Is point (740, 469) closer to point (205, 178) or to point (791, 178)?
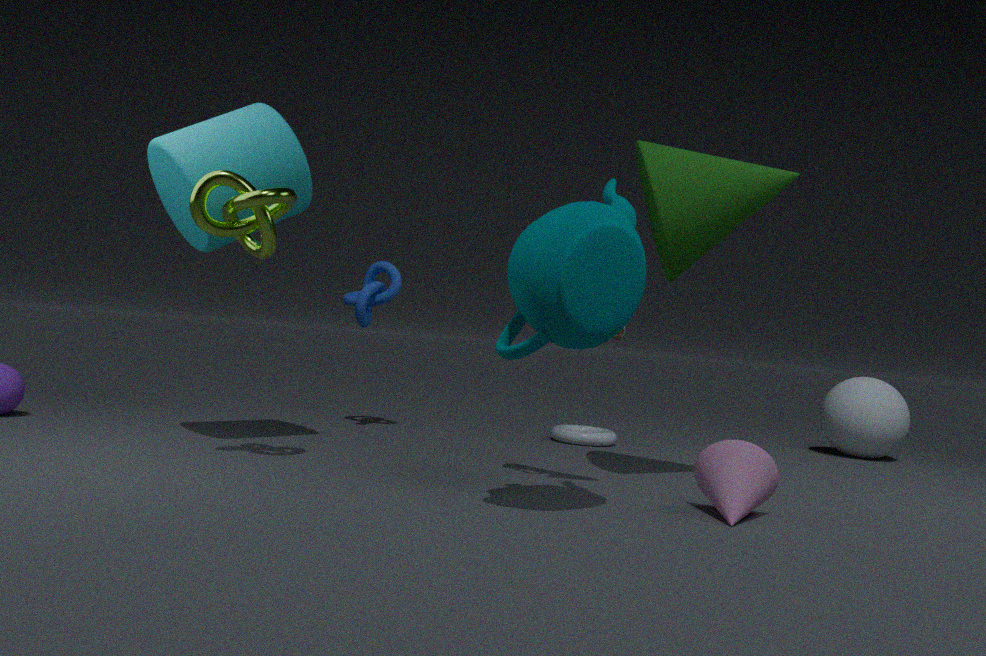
point (791, 178)
